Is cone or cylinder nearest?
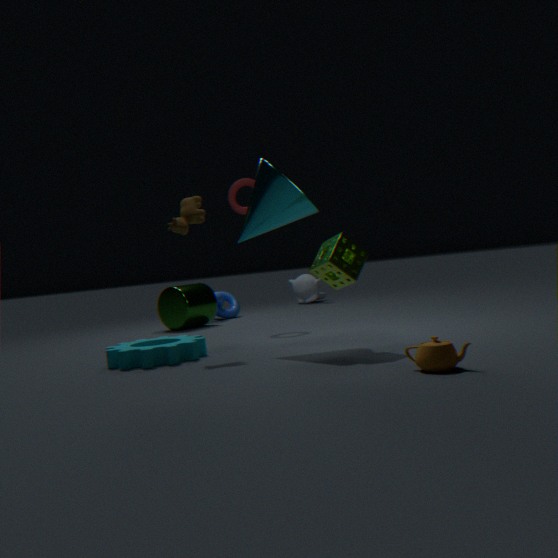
cone
